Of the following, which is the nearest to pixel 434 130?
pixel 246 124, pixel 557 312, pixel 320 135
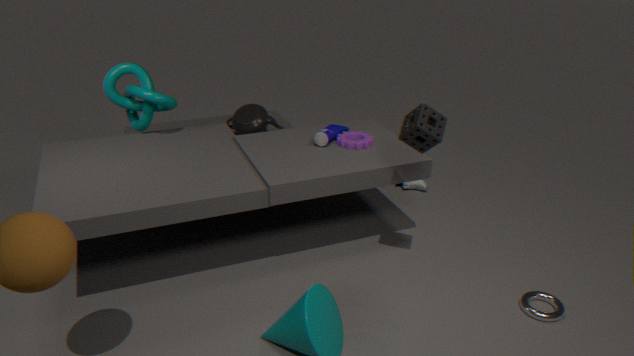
pixel 320 135
